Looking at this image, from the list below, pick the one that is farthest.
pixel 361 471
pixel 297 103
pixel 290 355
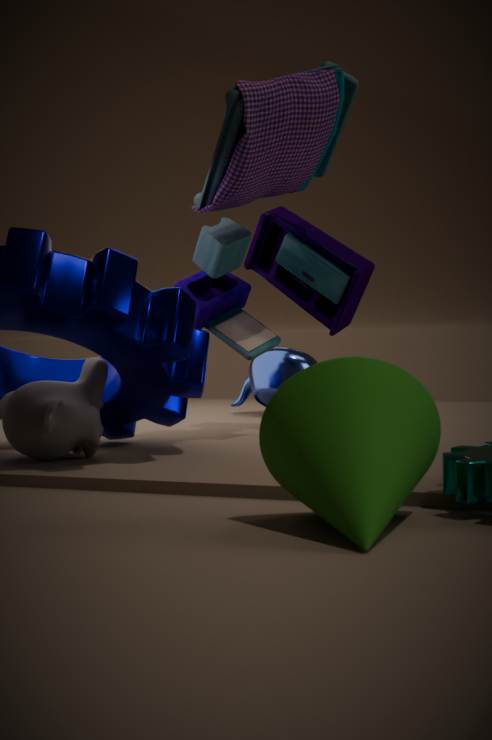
pixel 290 355
